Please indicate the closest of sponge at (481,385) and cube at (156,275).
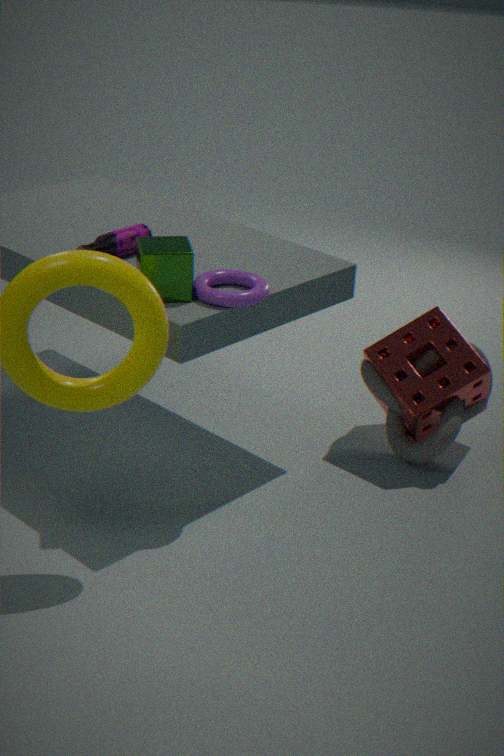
cube at (156,275)
